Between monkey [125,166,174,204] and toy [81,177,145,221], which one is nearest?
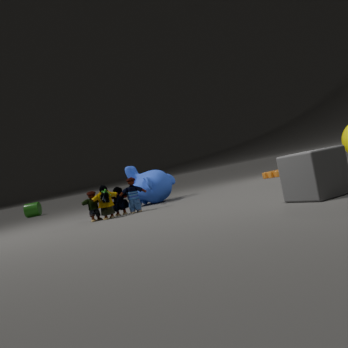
toy [81,177,145,221]
